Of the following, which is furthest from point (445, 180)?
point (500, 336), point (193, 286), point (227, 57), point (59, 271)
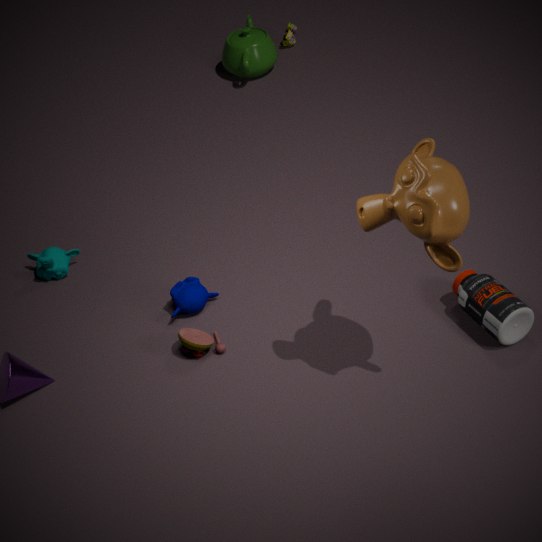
point (227, 57)
